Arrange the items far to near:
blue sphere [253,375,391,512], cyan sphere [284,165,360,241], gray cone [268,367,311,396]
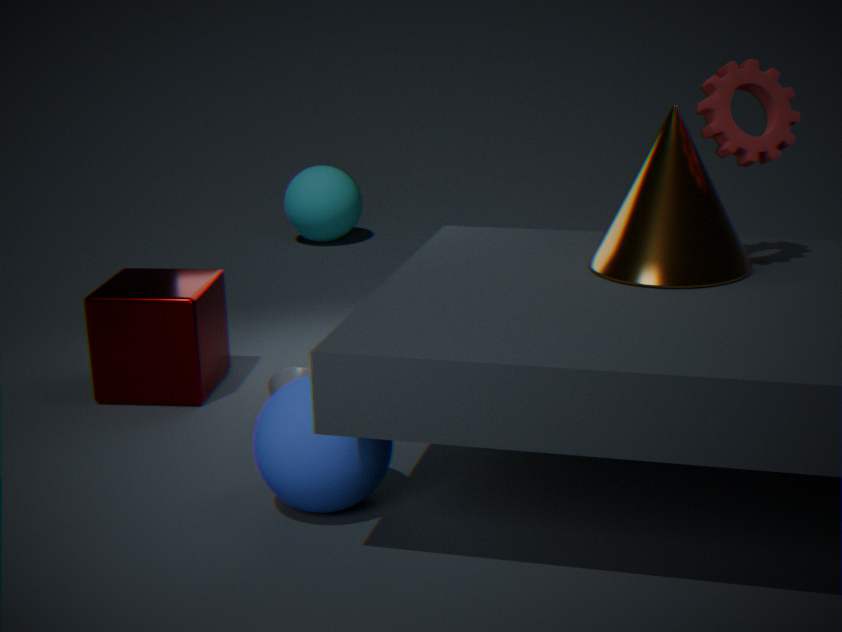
cyan sphere [284,165,360,241]
gray cone [268,367,311,396]
blue sphere [253,375,391,512]
